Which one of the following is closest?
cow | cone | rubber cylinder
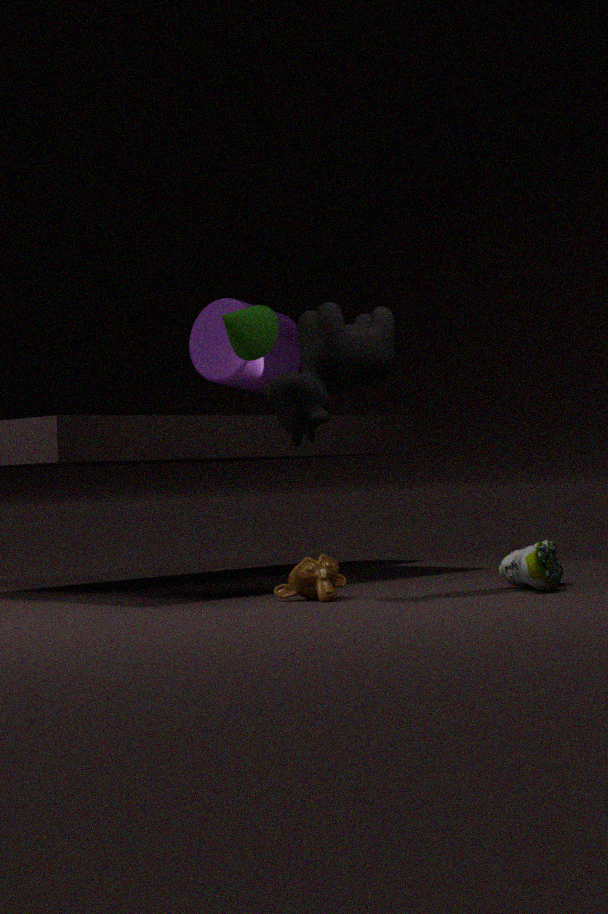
cow
